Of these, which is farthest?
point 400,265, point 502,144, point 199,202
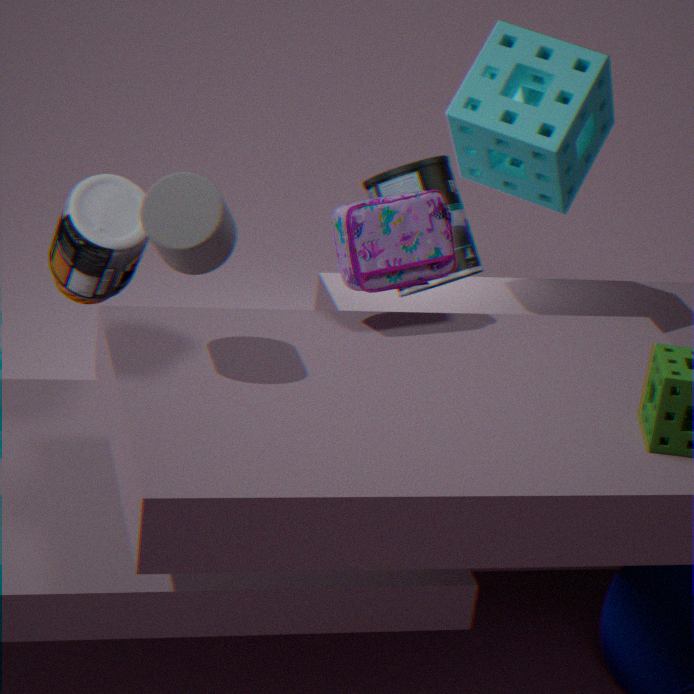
point 502,144
